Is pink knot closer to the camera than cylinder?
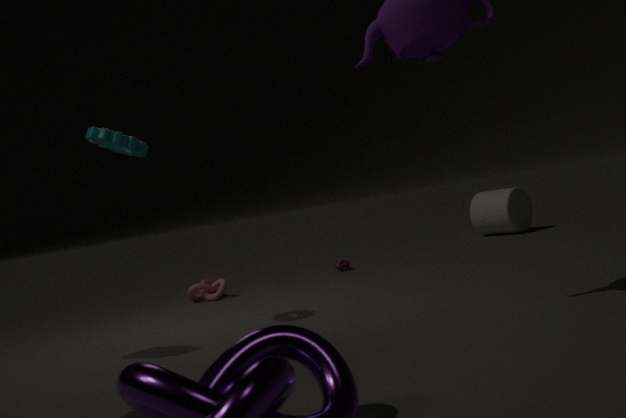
Yes
